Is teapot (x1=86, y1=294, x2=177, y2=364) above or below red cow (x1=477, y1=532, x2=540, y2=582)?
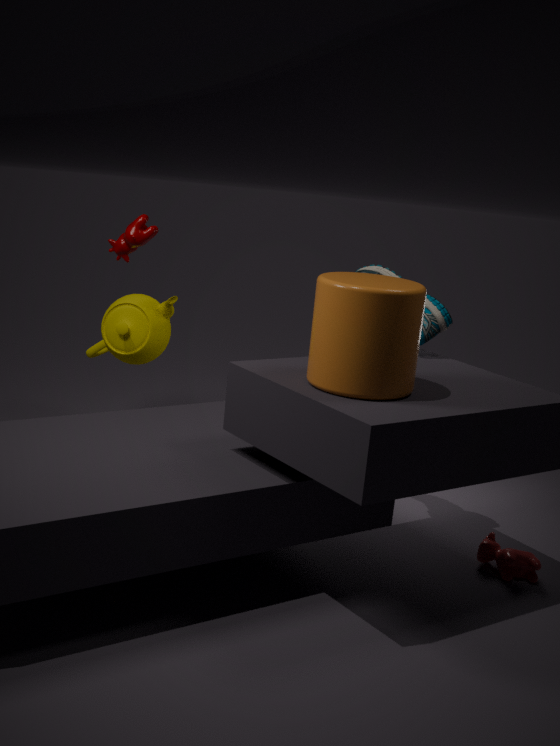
above
